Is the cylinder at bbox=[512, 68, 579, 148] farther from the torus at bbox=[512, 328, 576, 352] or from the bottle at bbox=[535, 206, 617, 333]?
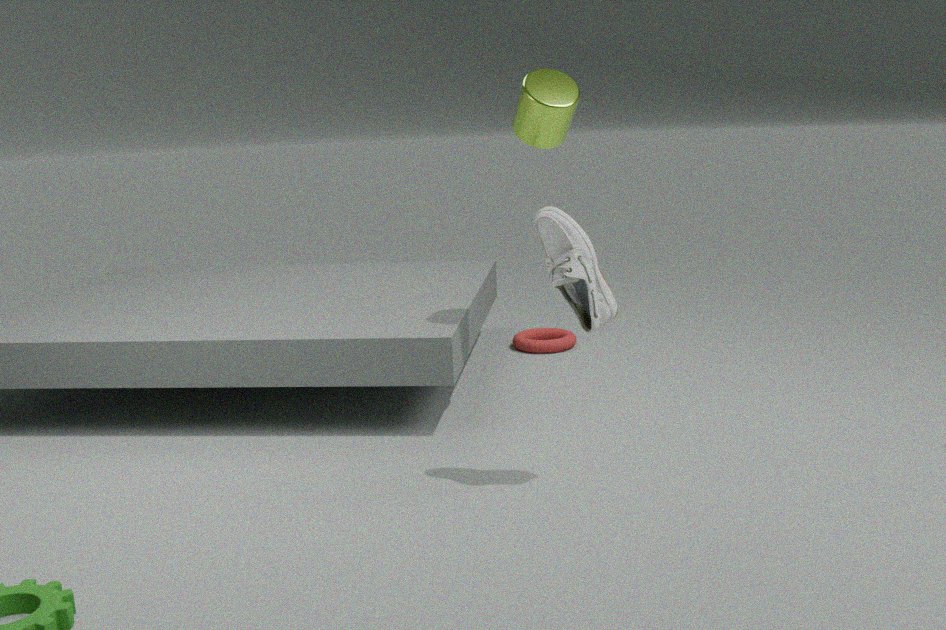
the torus at bbox=[512, 328, 576, 352]
